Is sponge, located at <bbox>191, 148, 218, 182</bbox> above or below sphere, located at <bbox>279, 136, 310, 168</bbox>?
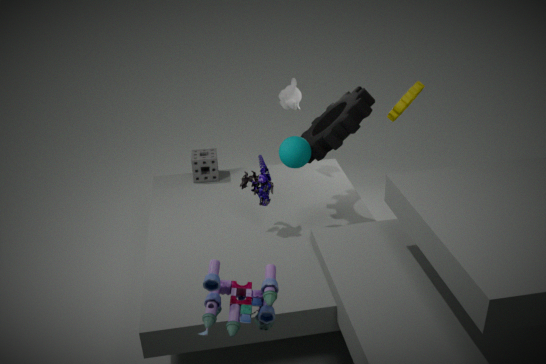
below
